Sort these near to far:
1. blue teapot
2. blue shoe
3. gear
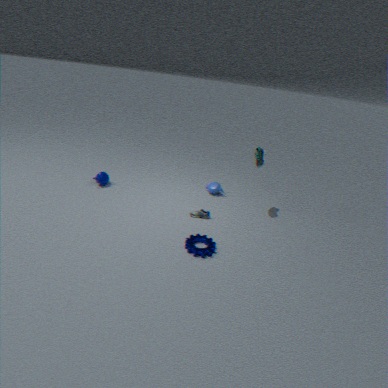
1. gear
2. blue shoe
3. blue teapot
